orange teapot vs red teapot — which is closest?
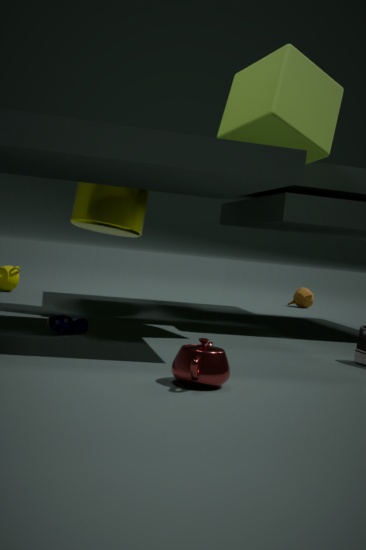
red teapot
